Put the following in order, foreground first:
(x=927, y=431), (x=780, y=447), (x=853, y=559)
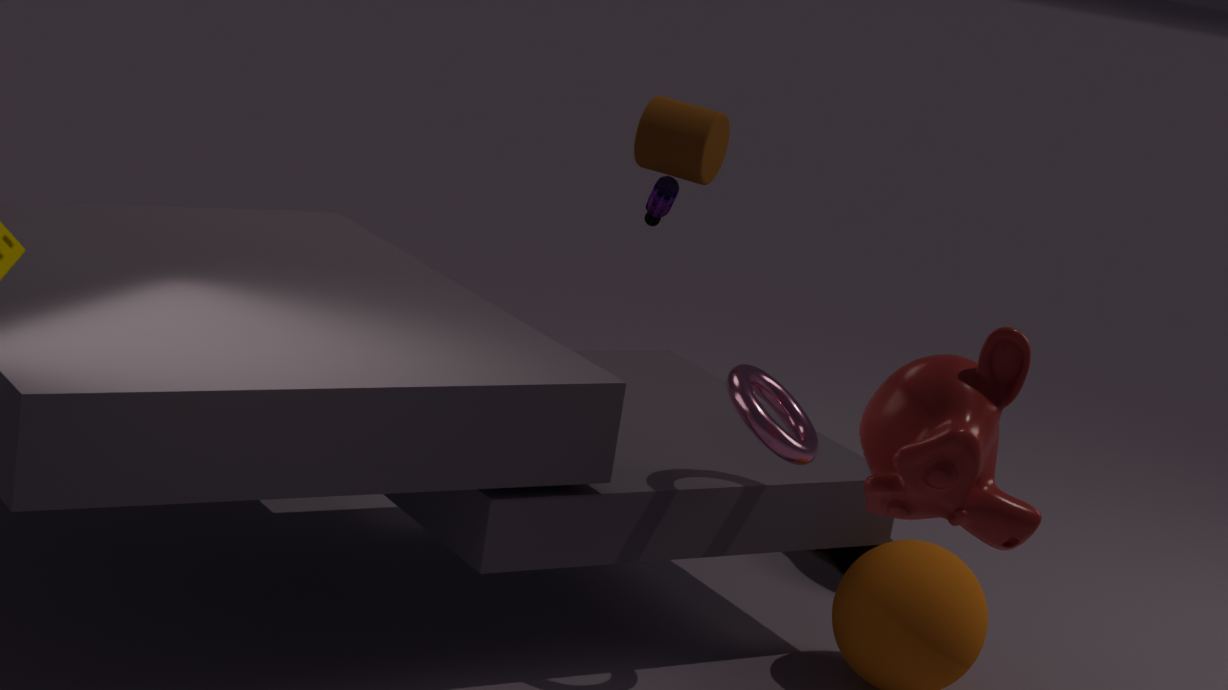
(x=927, y=431)
(x=780, y=447)
(x=853, y=559)
